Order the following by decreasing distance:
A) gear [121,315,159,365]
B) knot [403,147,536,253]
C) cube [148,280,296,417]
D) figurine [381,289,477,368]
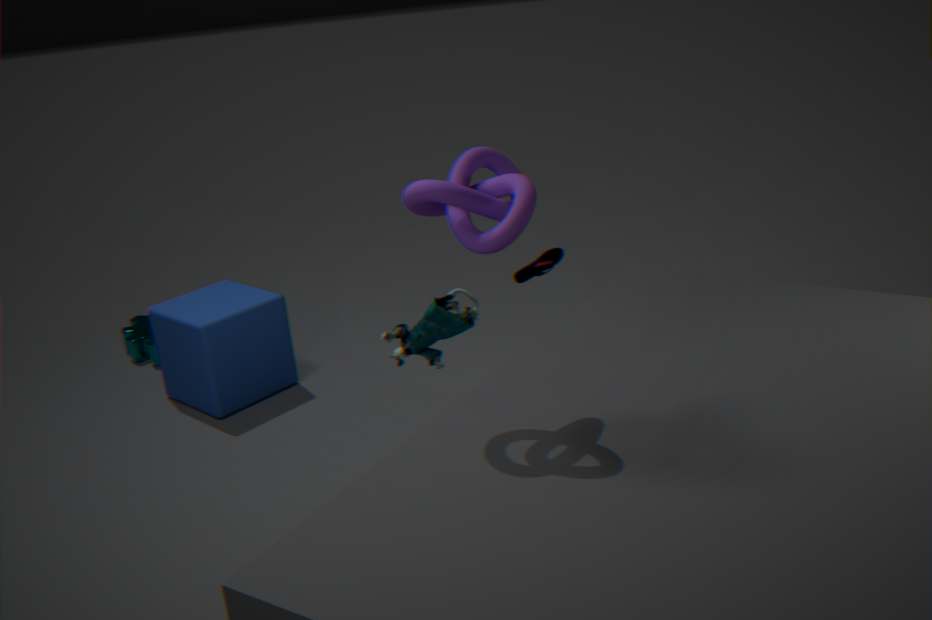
gear [121,315,159,365] → cube [148,280,296,417] → figurine [381,289,477,368] → knot [403,147,536,253]
